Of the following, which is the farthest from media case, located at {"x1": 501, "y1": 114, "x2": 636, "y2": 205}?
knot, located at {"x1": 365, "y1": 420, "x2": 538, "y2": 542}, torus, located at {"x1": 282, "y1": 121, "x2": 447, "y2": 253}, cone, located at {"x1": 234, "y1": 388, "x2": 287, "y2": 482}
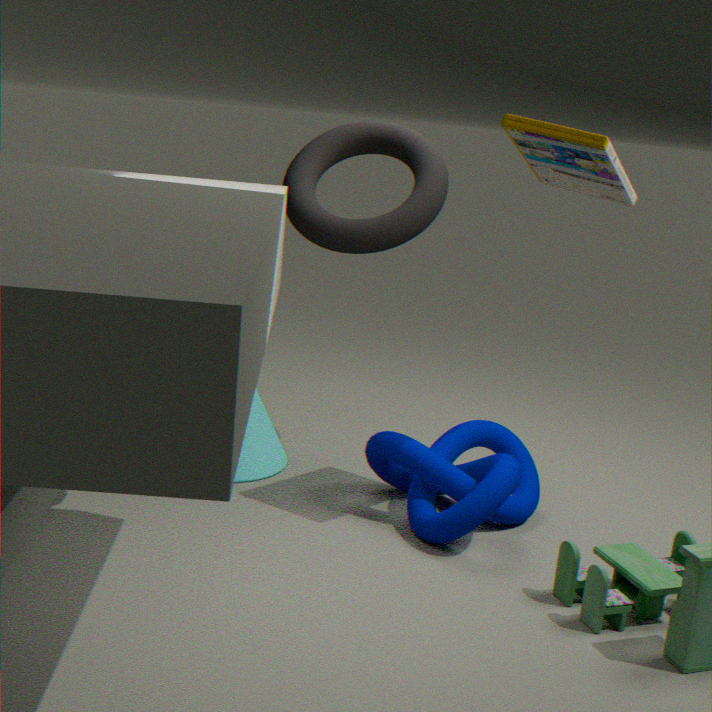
cone, located at {"x1": 234, "y1": 388, "x2": 287, "y2": 482}
